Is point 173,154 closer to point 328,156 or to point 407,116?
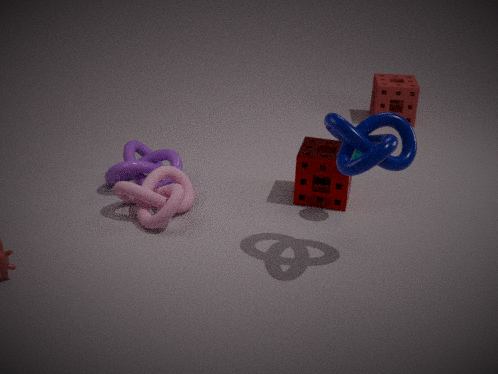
point 328,156
